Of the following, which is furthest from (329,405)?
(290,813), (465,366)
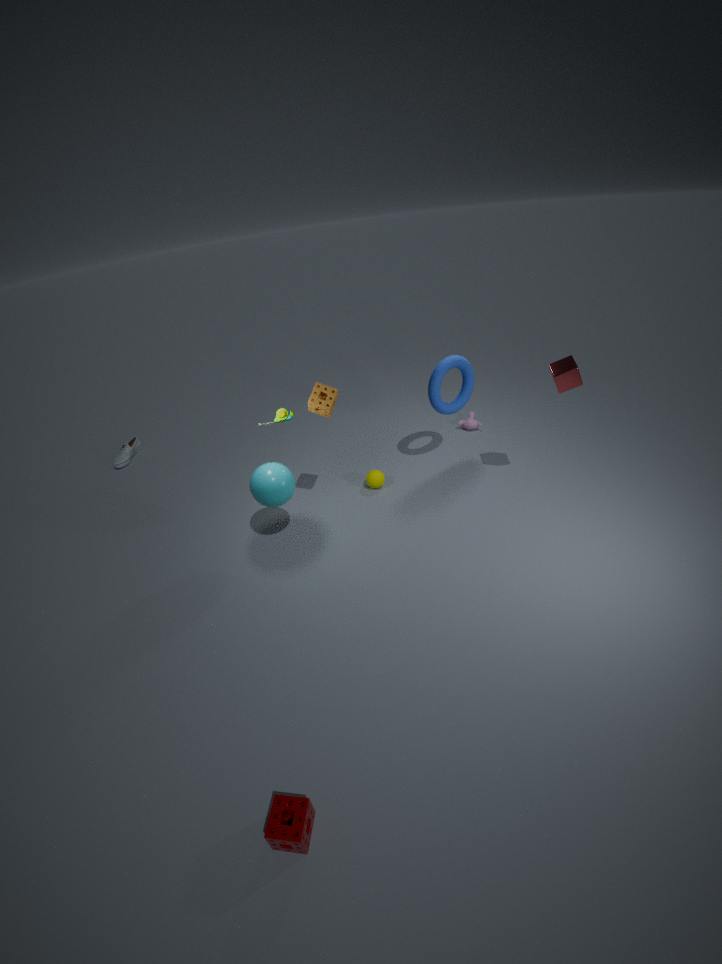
(290,813)
